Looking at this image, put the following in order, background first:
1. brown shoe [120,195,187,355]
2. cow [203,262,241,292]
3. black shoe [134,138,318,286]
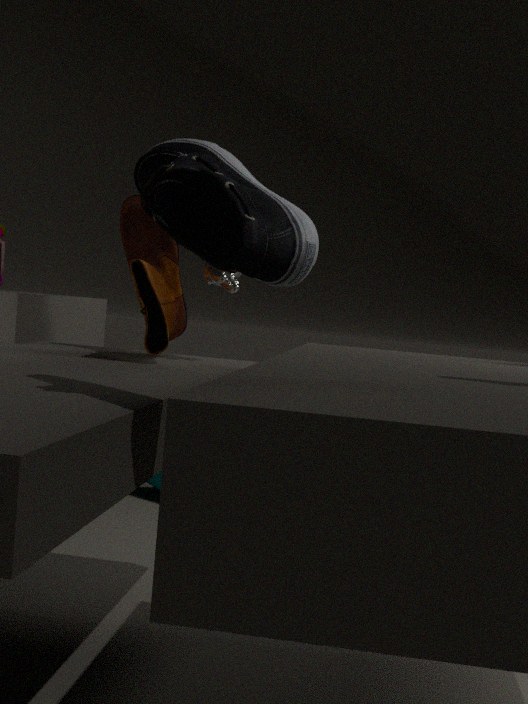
cow [203,262,241,292], brown shoe [120,195,187,355], black shoe [134,138,318,286]
